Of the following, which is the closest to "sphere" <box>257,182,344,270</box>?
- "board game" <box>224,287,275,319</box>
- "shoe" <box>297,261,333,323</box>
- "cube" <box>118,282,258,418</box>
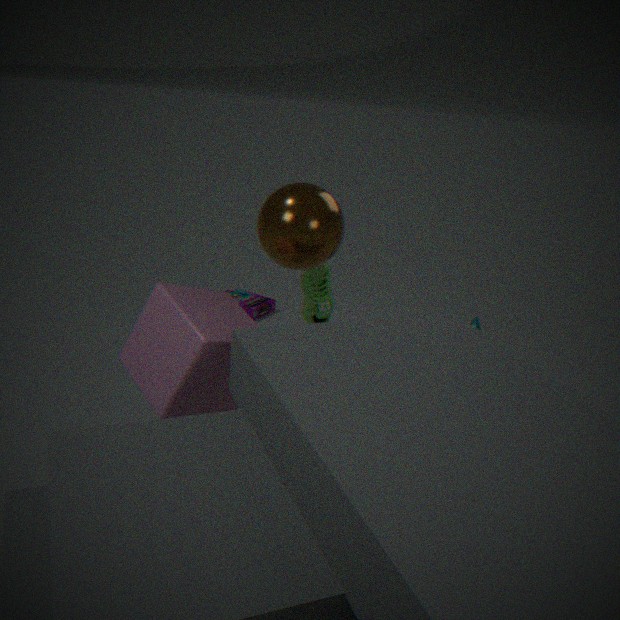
"cube" <box>118,282,258,418</box>
